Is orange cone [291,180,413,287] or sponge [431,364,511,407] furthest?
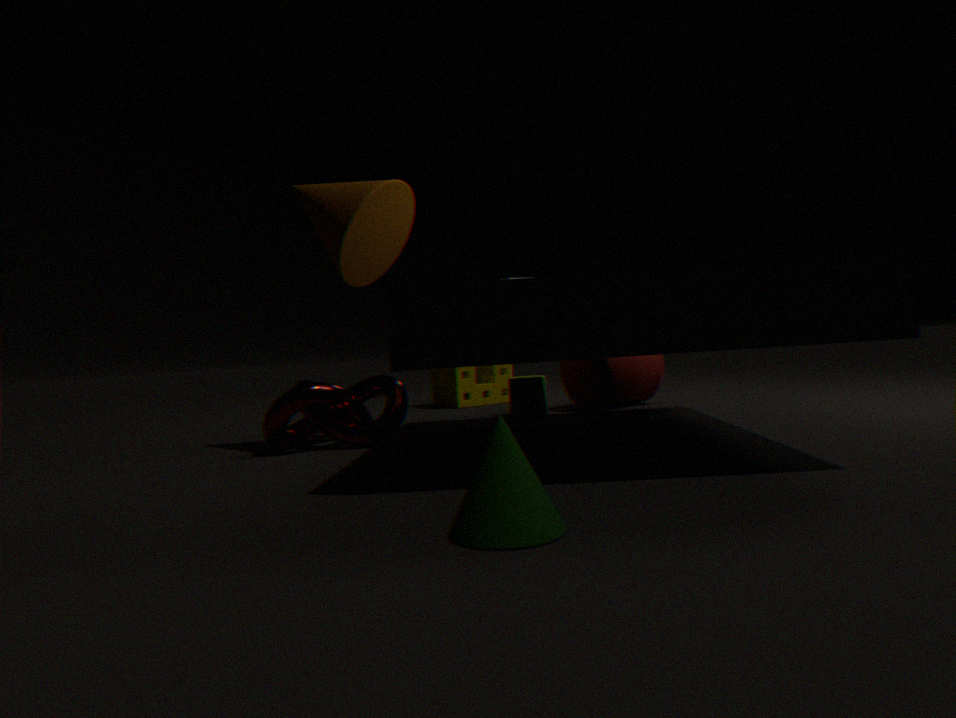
sponge [431,364,511,407]
